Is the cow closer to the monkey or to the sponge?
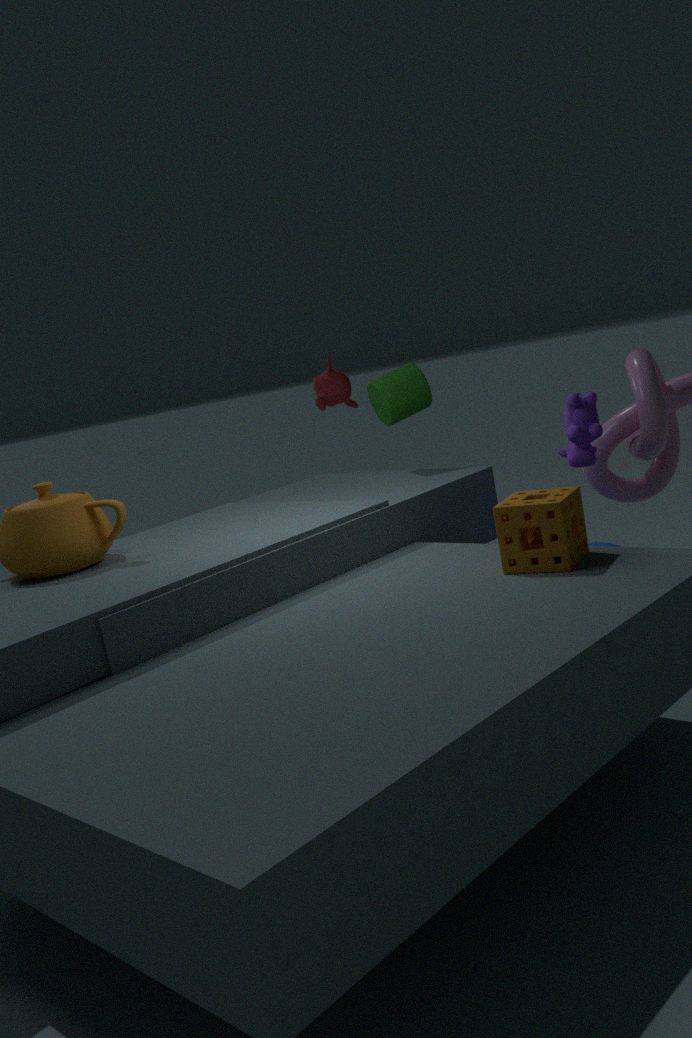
the sponge
